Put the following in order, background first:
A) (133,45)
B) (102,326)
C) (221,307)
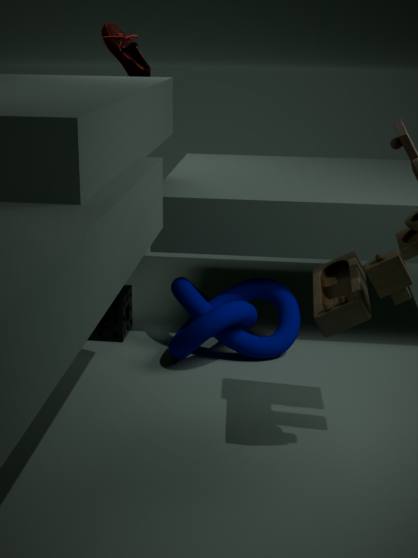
1. (133,45)
2. (102,326)
3. (221,307)
